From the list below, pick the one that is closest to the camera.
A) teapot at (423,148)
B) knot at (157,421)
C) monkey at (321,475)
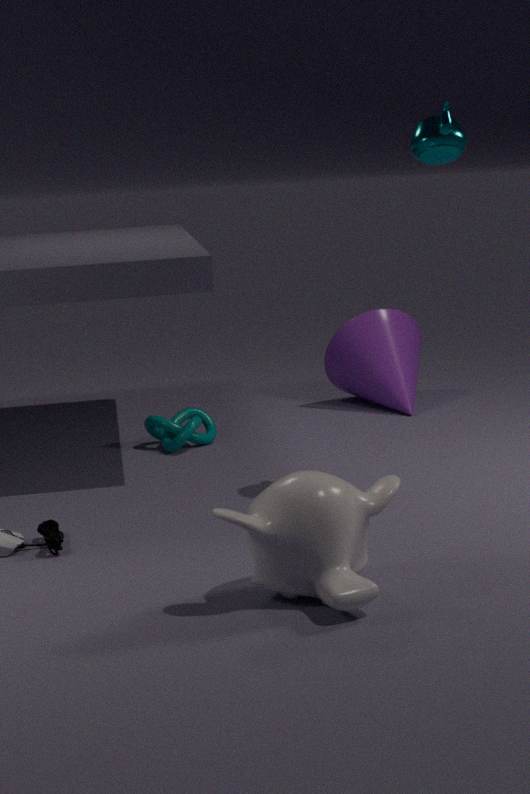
monkey at (321,475)
